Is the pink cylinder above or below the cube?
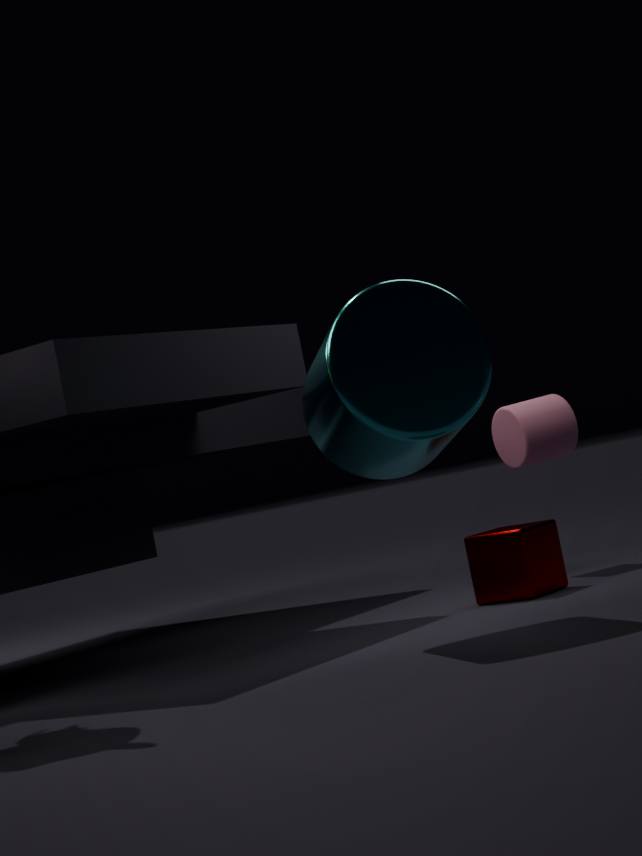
above
